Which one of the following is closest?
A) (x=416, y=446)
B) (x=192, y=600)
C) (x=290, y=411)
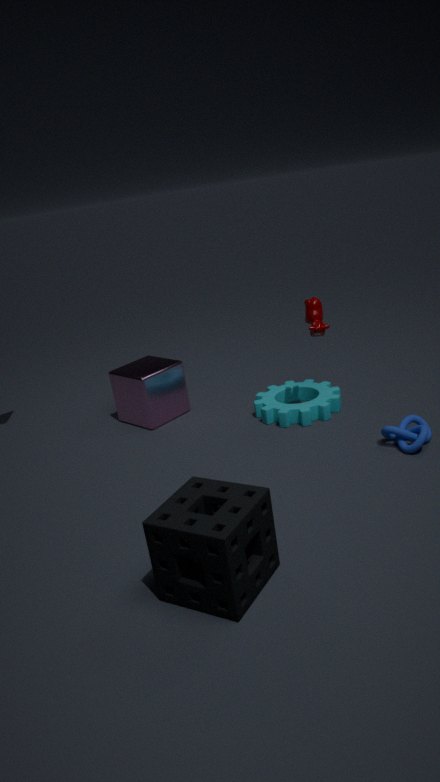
(x=192, y=600)
